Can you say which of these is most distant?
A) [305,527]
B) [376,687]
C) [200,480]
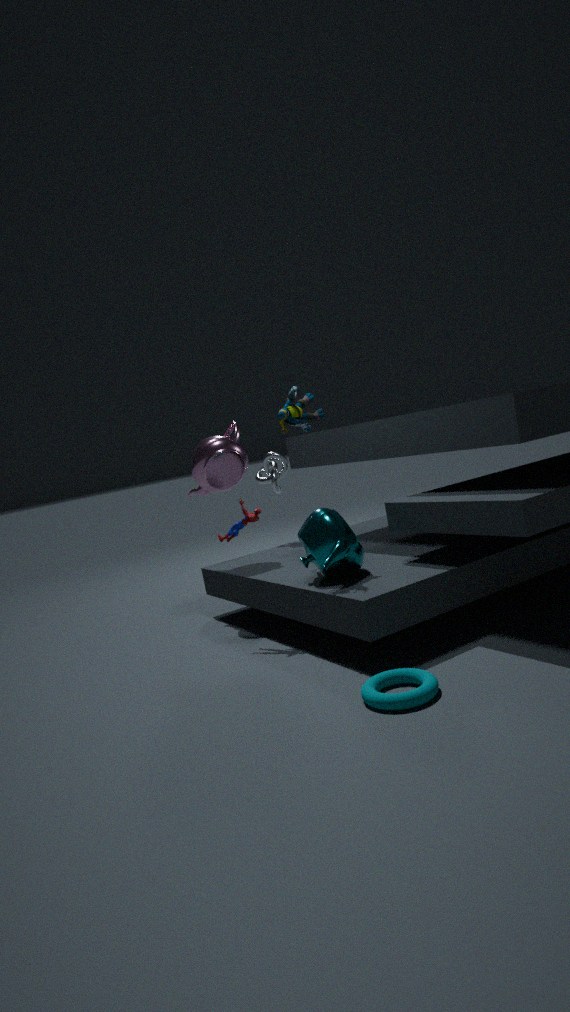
[200,480]
